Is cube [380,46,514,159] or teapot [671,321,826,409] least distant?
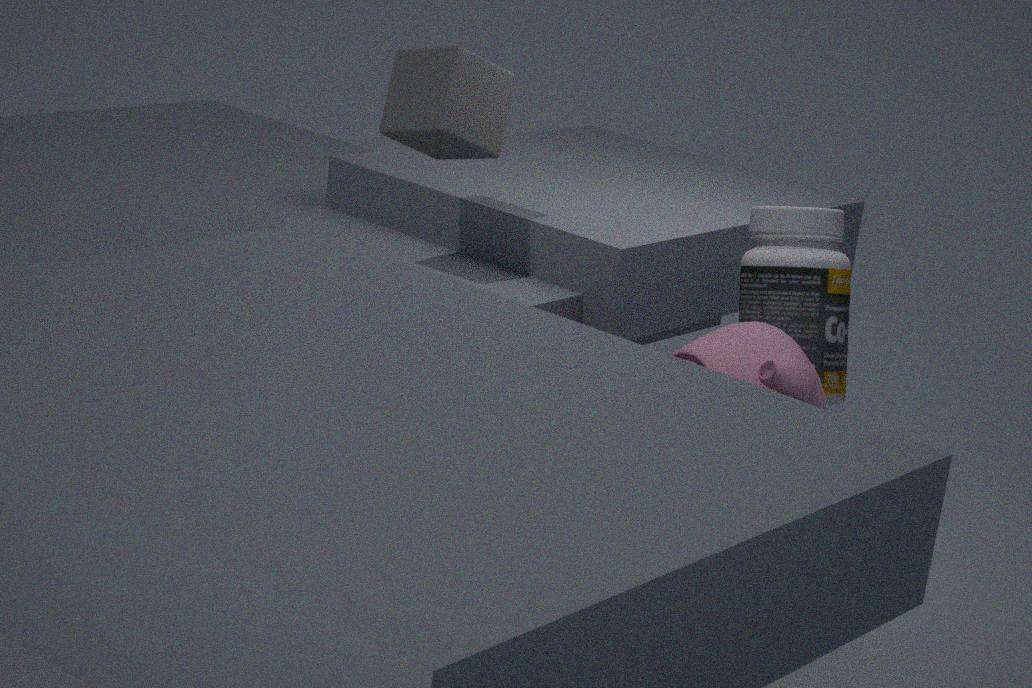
teapot [671,321,826,409]
